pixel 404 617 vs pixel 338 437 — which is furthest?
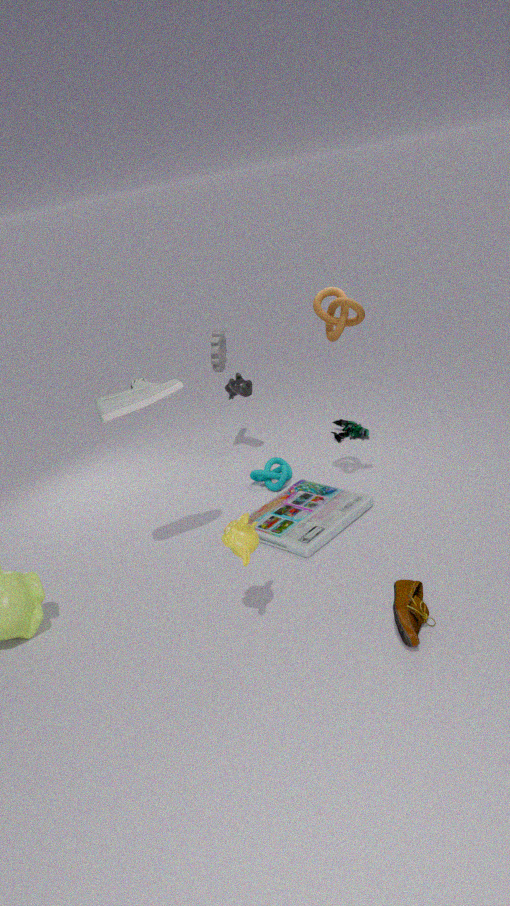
pixel 338 437
